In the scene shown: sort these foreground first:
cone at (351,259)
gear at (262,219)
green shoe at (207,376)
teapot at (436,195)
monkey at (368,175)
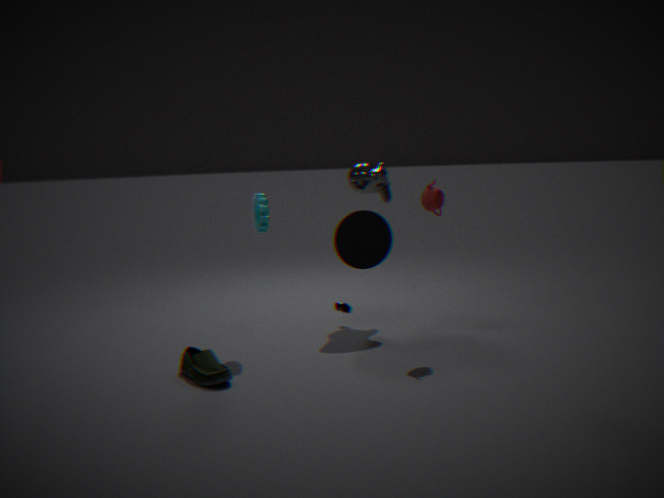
green shoe at (207,376) < teapot at (436,195) < gear at (262,219) < cone at (351,259) < monkey at (368,175)
